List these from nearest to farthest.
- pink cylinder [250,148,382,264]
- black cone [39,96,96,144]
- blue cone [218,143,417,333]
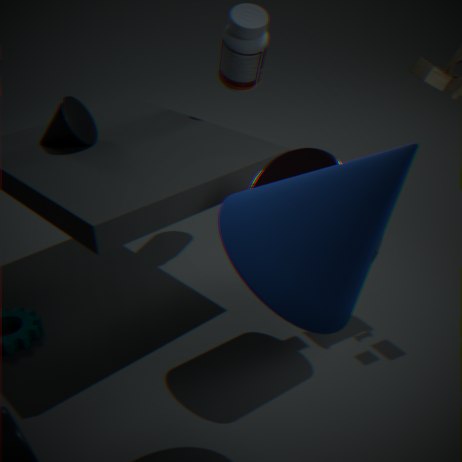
blue cone [218,143,417,333] < pink cylinder [250,148,382,264] < black cone [39,96,96,144]
